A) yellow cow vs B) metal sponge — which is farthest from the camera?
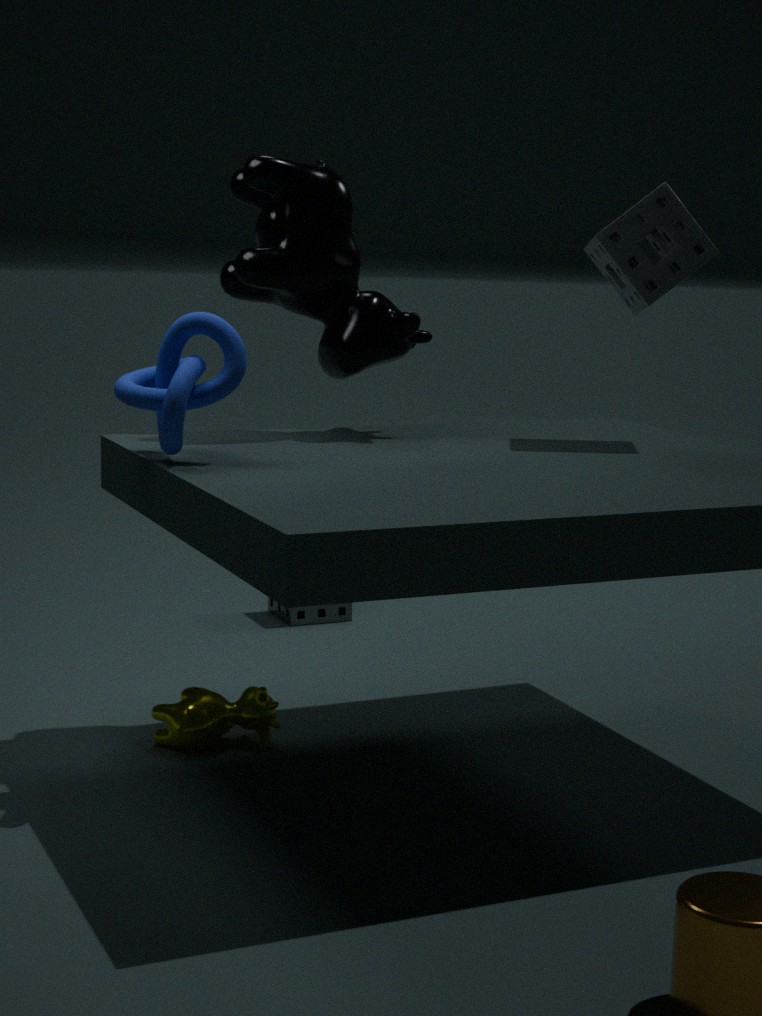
B. metal sponge
